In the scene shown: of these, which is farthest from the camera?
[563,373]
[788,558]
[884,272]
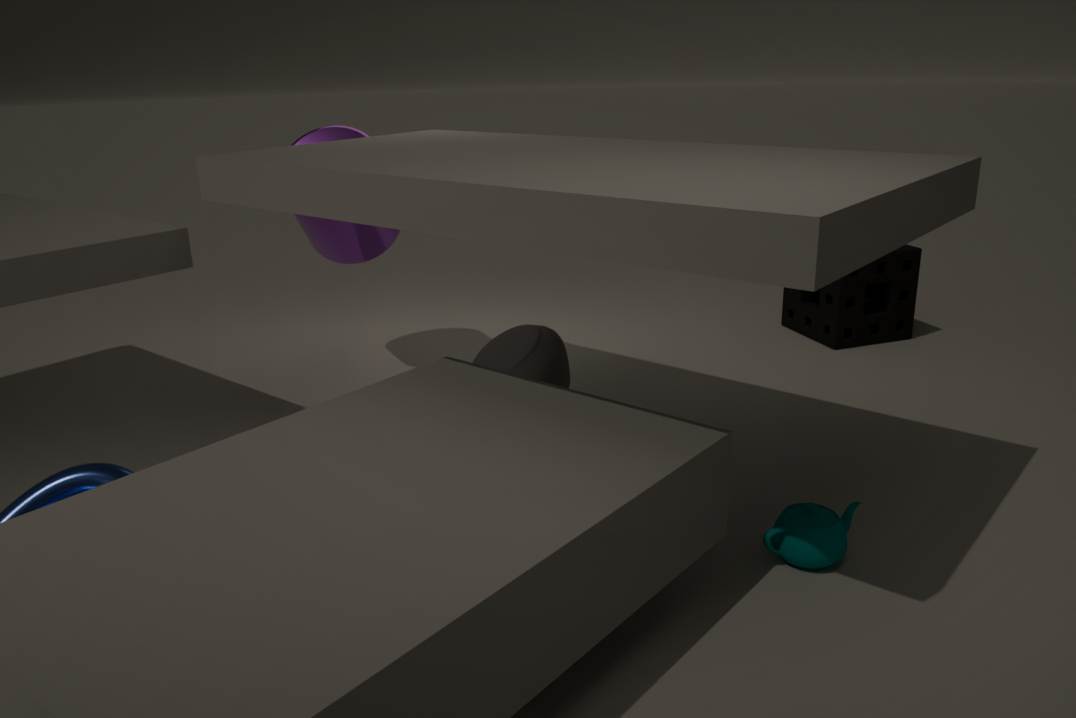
[884,272]
